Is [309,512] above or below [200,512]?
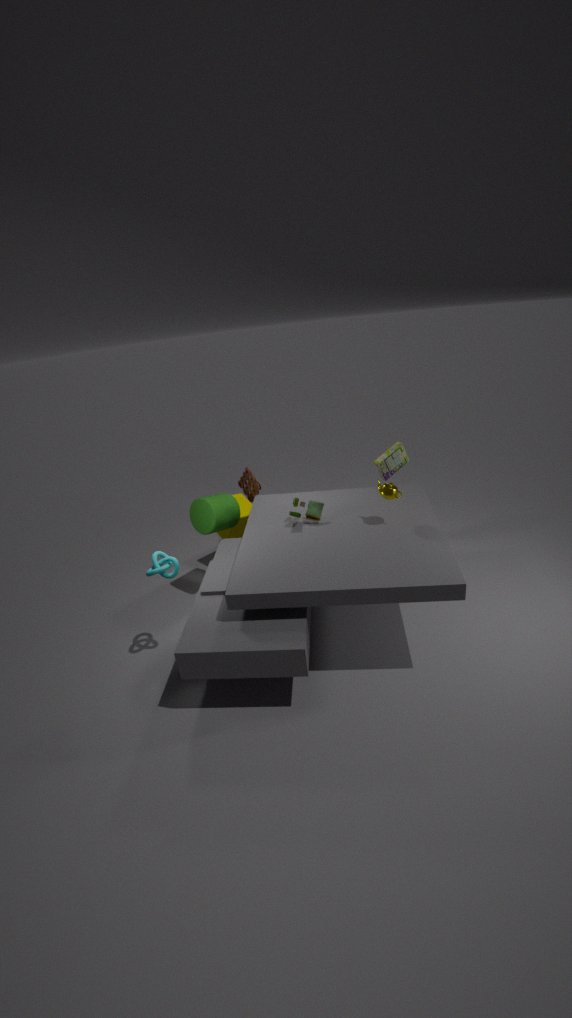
above
